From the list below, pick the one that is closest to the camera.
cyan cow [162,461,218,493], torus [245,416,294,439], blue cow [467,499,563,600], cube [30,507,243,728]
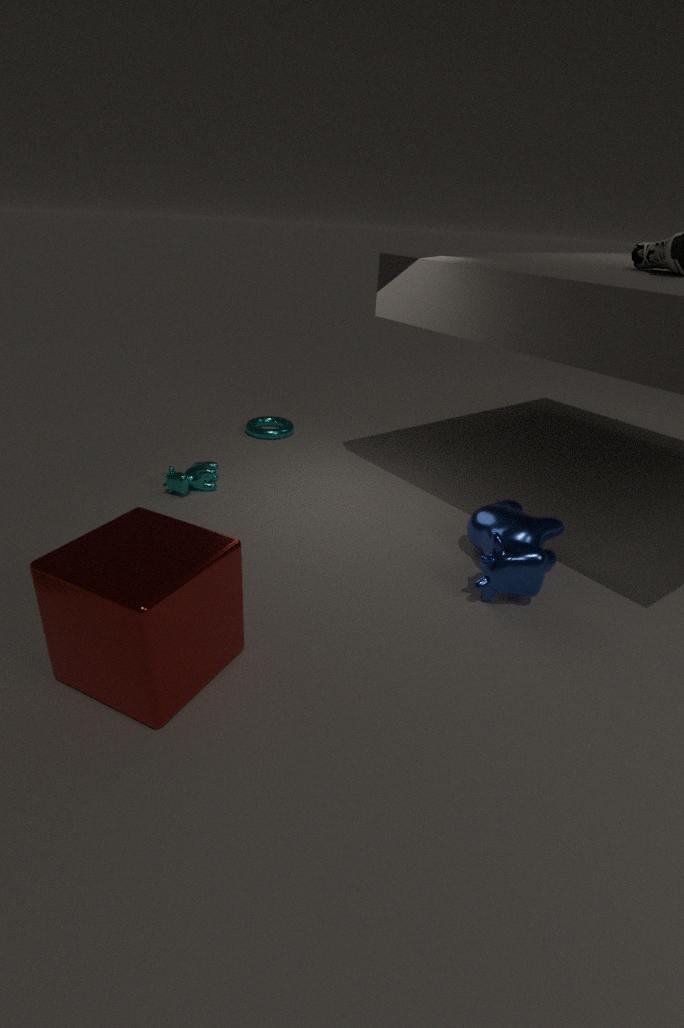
cube [30,507,243,728]
